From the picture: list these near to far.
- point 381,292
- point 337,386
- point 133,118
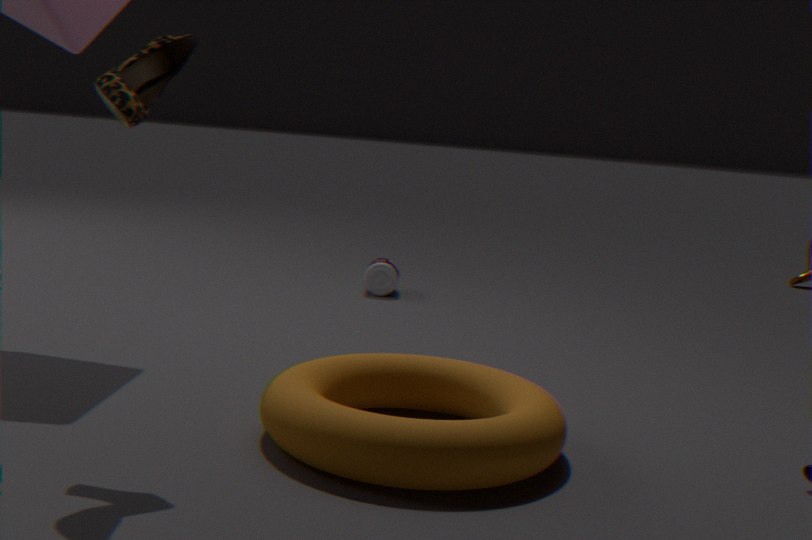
point 133,118, point 337,386, point 381,292
